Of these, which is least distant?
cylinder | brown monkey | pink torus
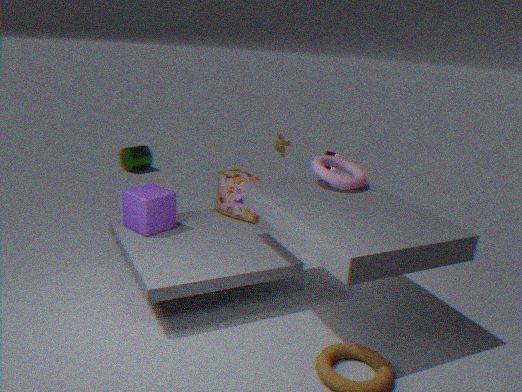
pink torus
